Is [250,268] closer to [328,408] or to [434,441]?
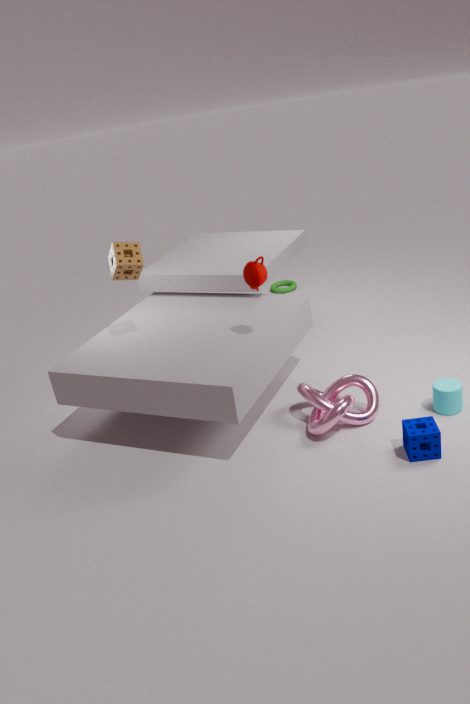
[328,408]
